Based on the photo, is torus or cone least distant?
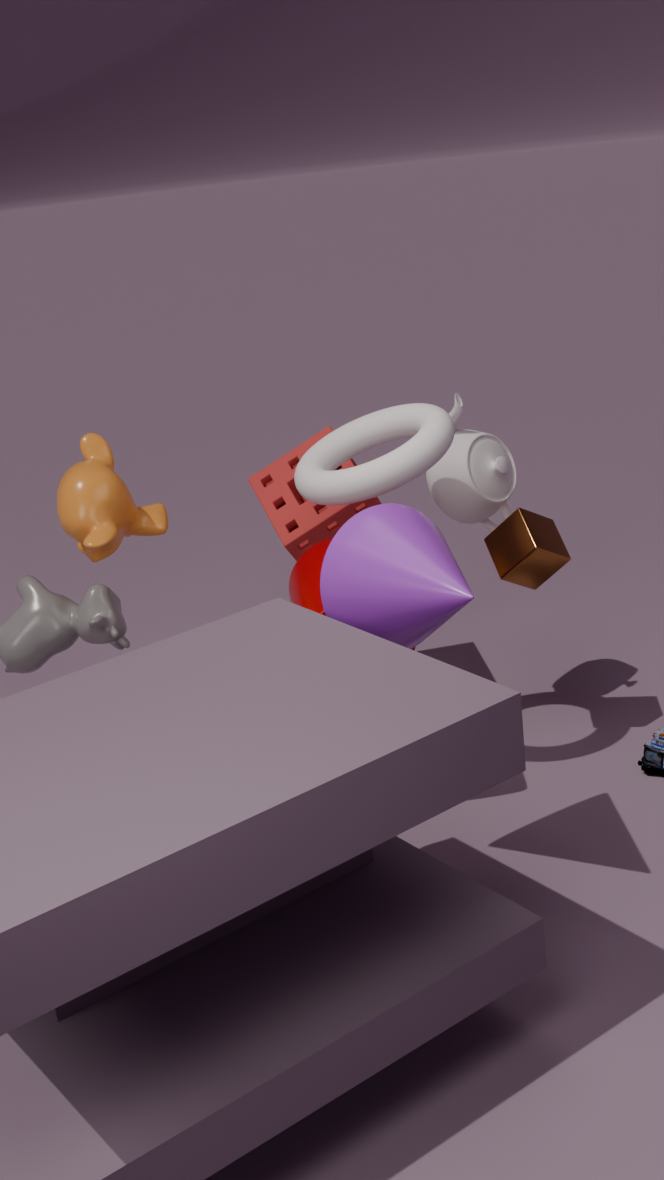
cone
